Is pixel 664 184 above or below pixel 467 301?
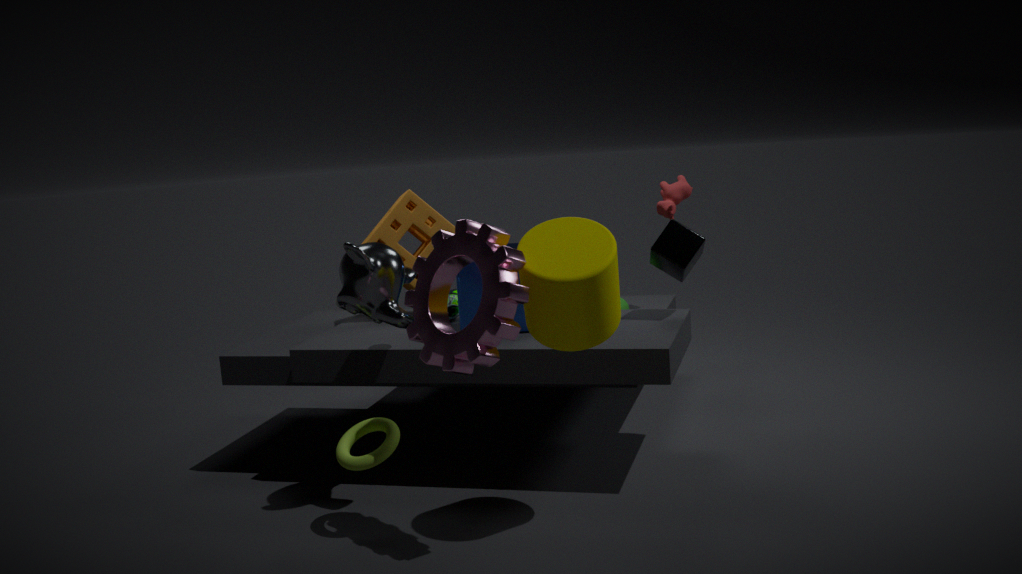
above
